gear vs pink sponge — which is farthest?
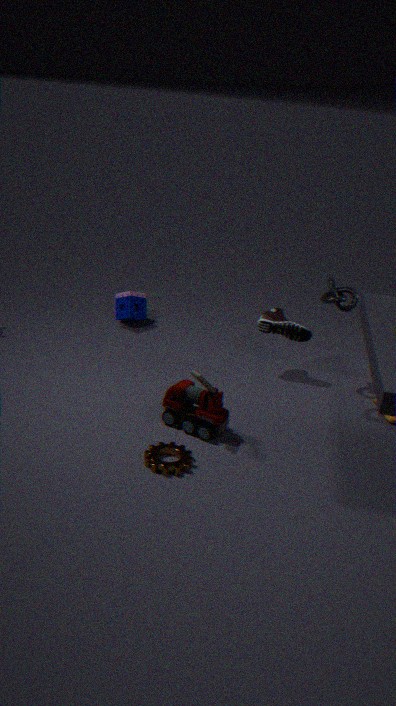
pink sponge
